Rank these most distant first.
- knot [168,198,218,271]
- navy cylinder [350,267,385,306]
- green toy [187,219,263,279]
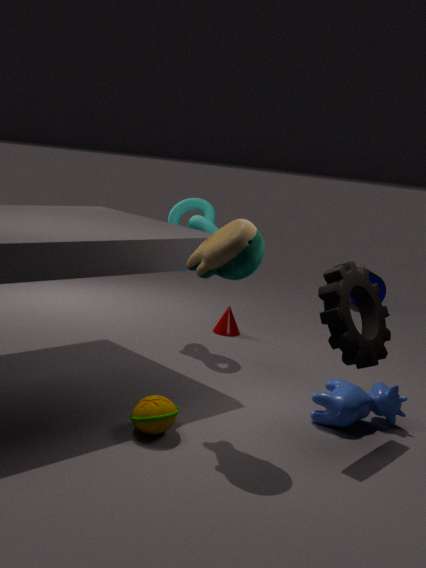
1. navy cylinder [350,267,385,306]
2. knot [168,198,218,271]
3. green toy [187,219,263,279]
